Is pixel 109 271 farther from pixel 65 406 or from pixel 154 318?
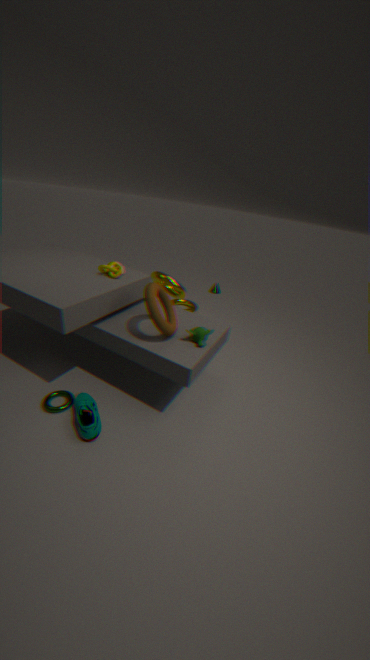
pixel 65 406
